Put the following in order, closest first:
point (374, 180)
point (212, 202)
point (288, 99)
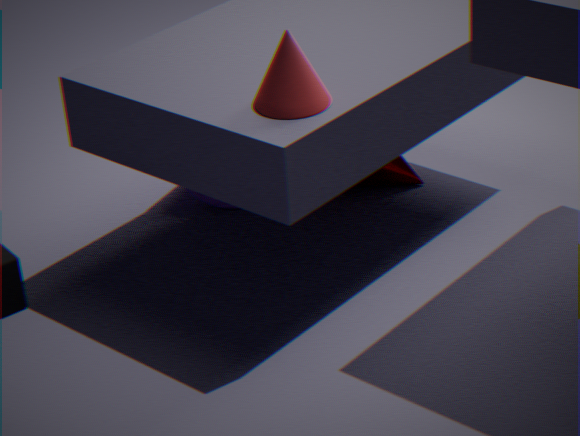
point (288, 99) → point (212, 202) → point (374, 180)
